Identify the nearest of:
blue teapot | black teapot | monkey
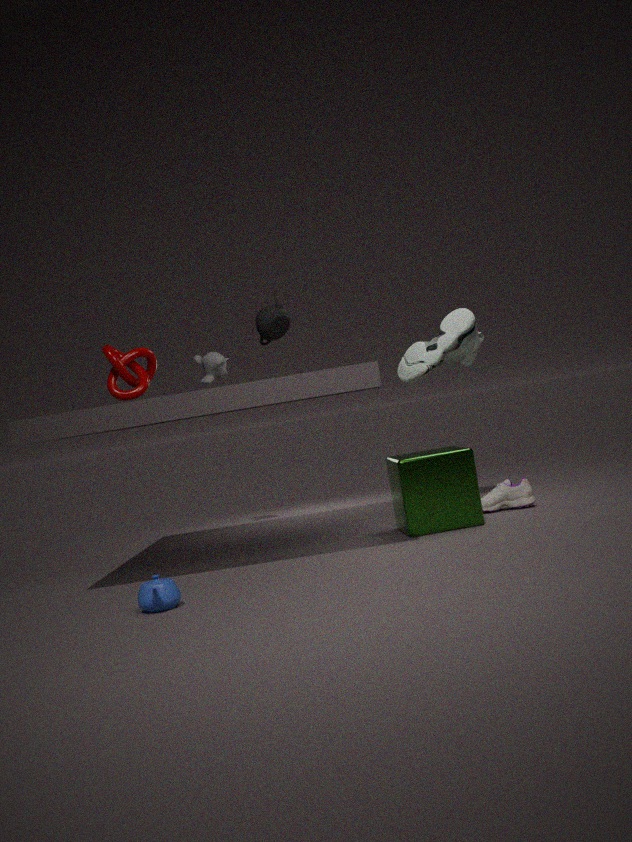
blue teapot
